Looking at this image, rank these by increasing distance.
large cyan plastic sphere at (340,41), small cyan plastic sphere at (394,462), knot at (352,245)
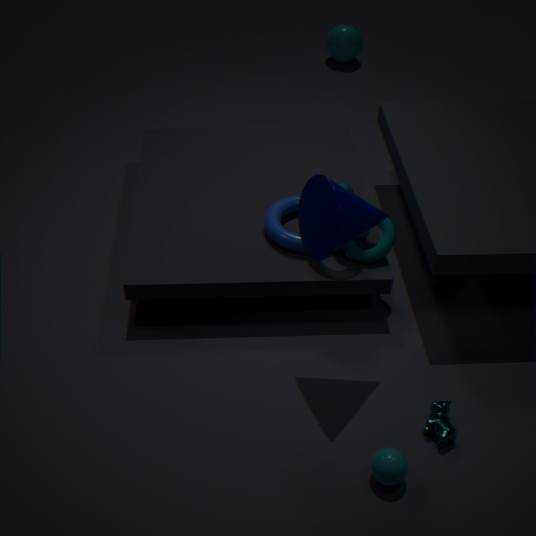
small cyan plastic sphere at (394,462) → knot at (352,245) → large cyan plastic sphere at (340,41)
